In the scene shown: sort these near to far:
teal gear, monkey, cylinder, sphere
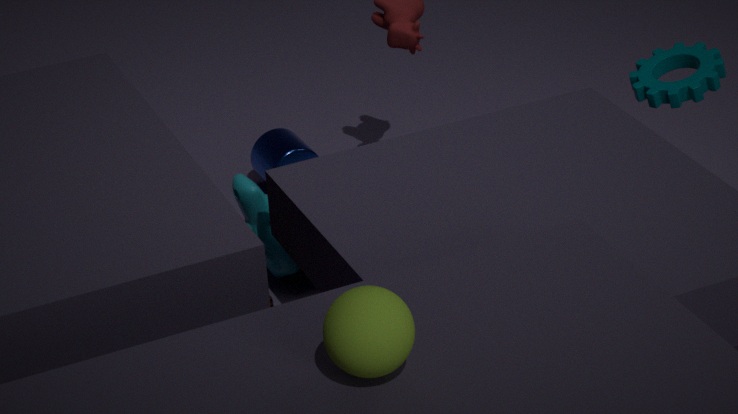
sphere, teal gear, monkey, cylinder
